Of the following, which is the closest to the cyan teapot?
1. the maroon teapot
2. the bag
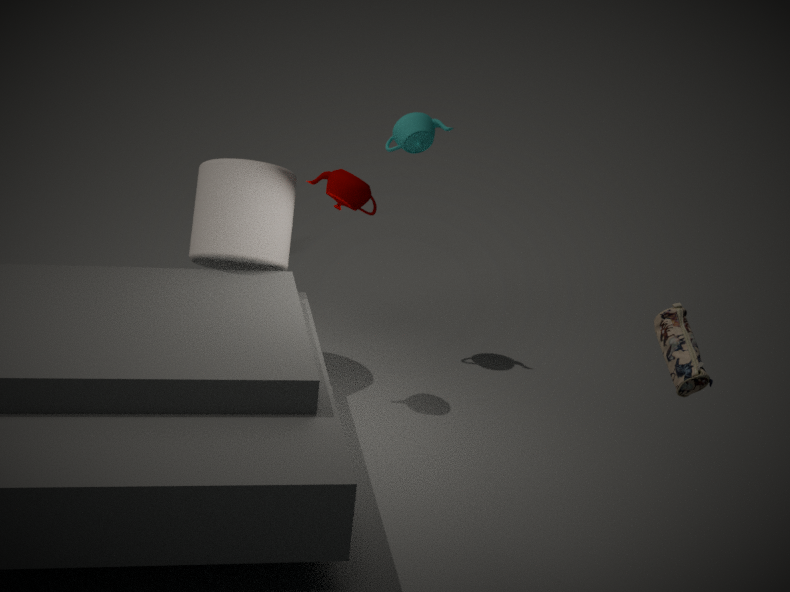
the maroon teapot
